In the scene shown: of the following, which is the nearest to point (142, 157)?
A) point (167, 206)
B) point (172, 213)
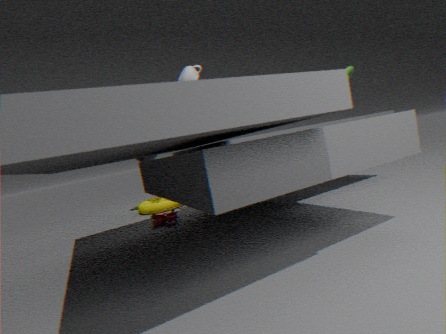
point (167, 206)
